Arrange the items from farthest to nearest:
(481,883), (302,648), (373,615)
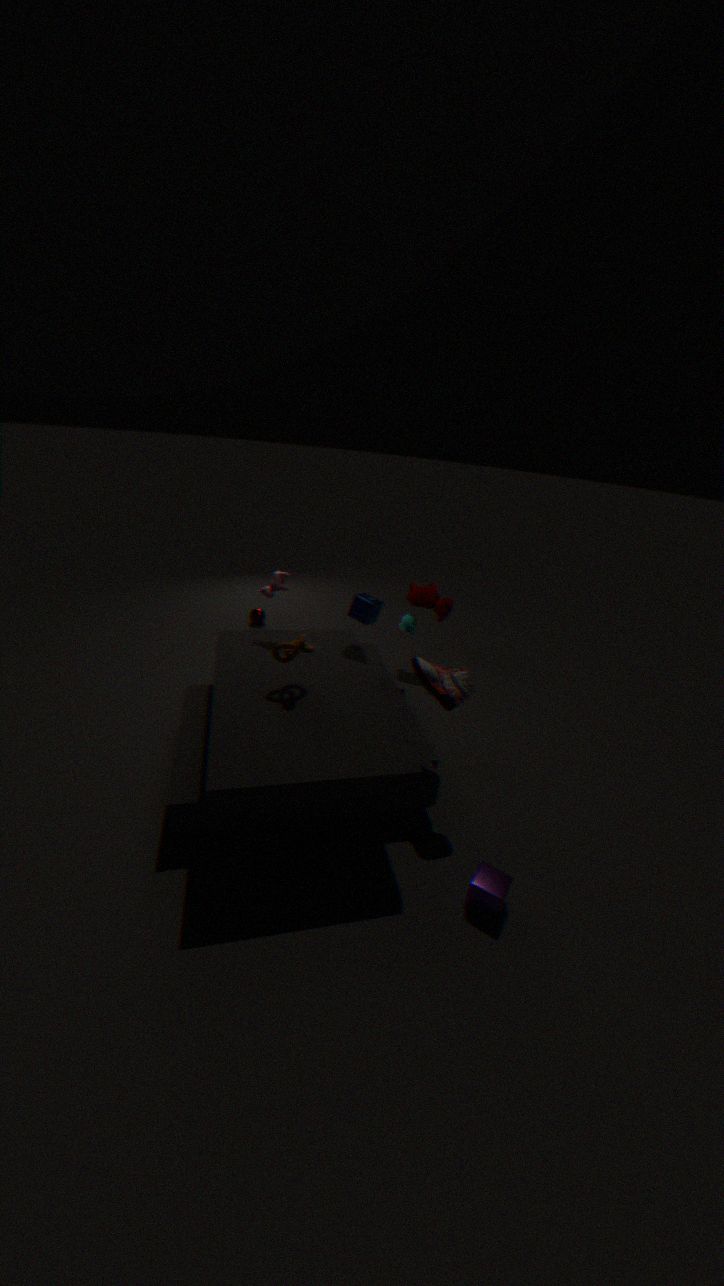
(373,615), (302,648), (481,883)
